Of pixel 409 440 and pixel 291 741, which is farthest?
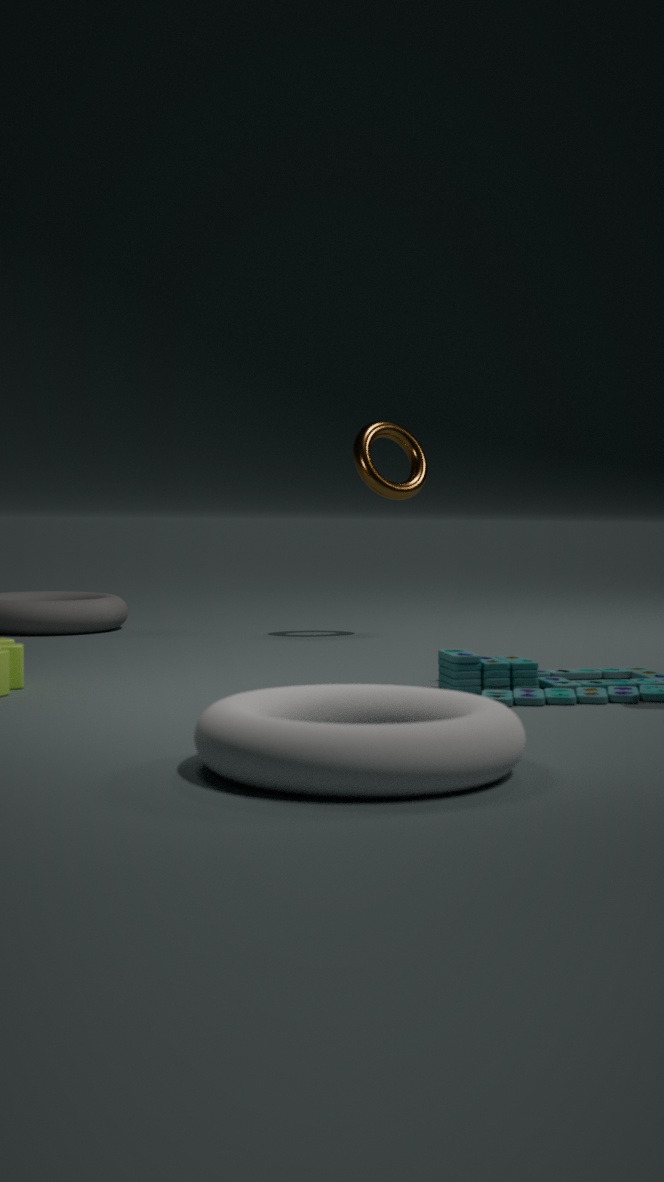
pixel 409 440
